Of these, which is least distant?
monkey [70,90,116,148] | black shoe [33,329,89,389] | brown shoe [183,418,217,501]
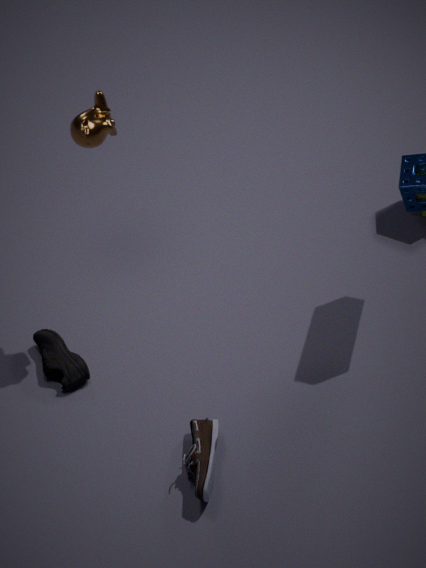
brown shoe [183,418,217,501]
